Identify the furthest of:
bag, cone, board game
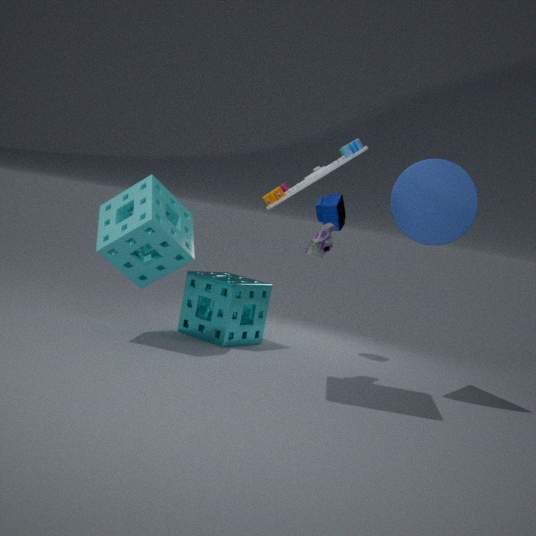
bag
